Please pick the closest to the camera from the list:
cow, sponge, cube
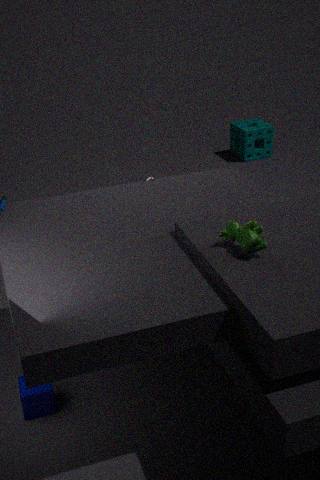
cow
